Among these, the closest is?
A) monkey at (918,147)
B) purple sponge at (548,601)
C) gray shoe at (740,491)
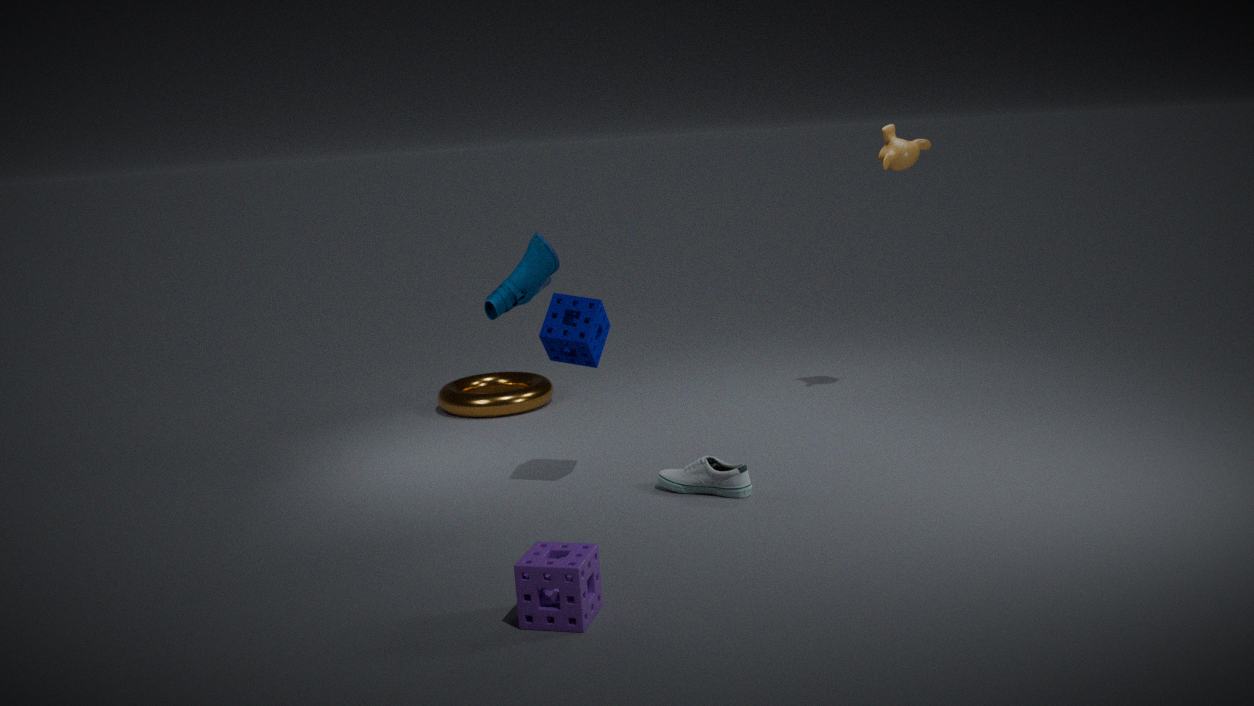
purple sponge at (548,601)
